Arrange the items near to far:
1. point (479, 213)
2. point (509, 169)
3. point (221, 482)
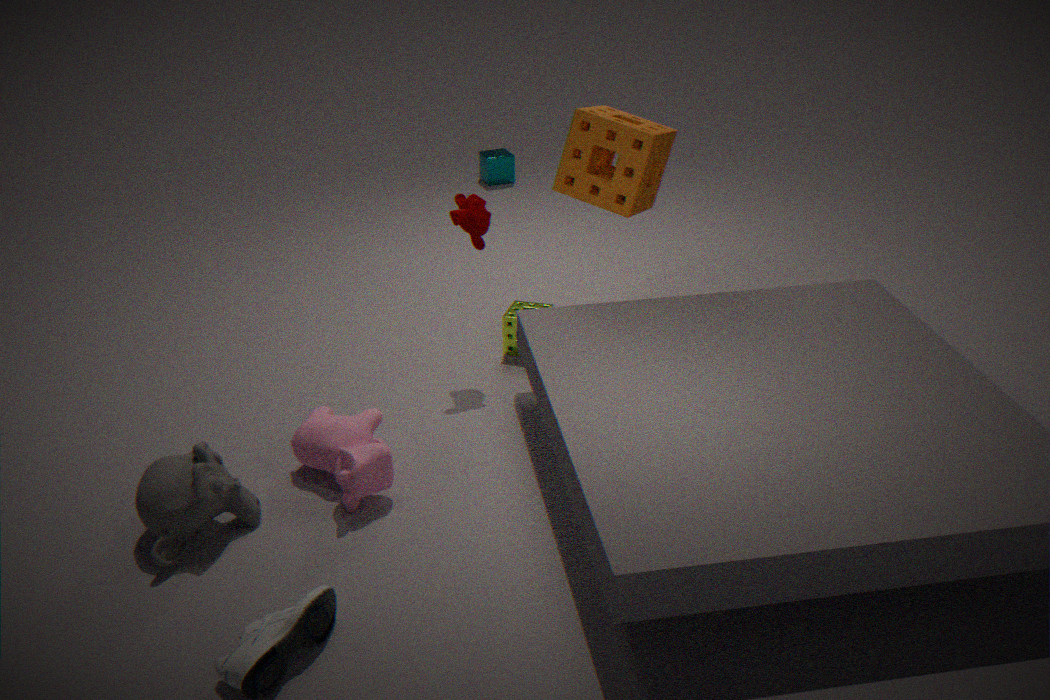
point (221, 482)
point (479, 213)
point (509, 169)
